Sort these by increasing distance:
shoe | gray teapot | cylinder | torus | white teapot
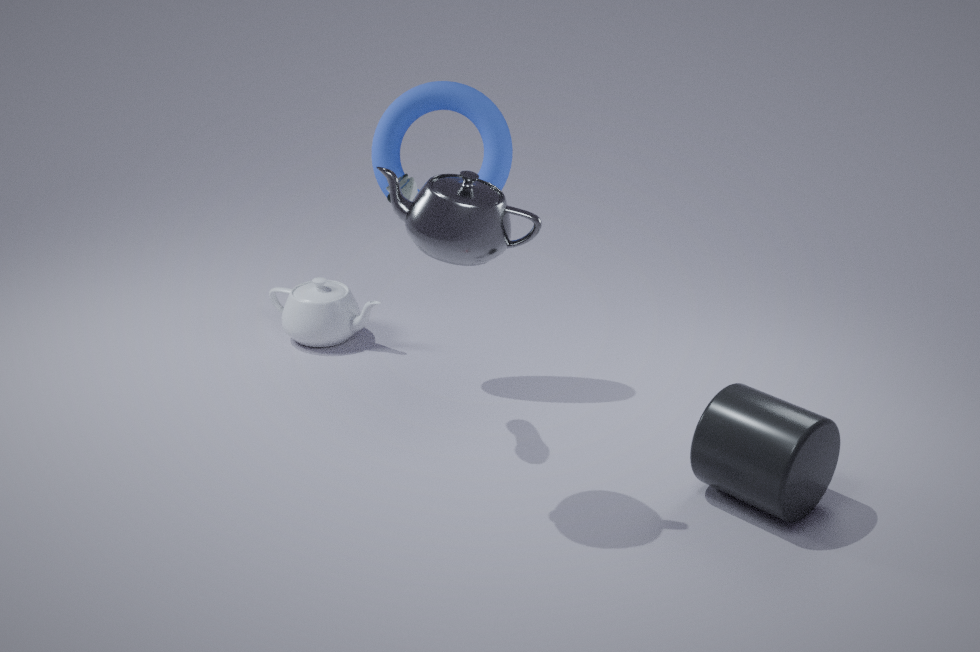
gray teapot < cylinder < shoe < torus < white teapot
